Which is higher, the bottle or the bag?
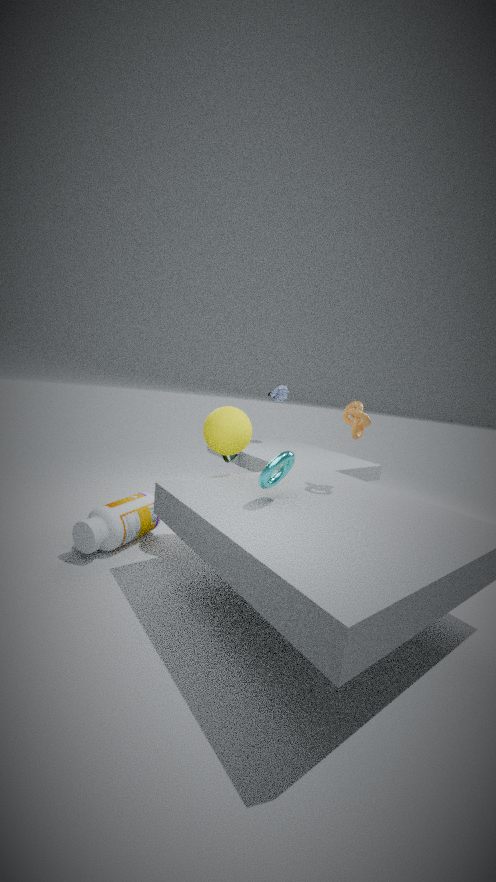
the bag
